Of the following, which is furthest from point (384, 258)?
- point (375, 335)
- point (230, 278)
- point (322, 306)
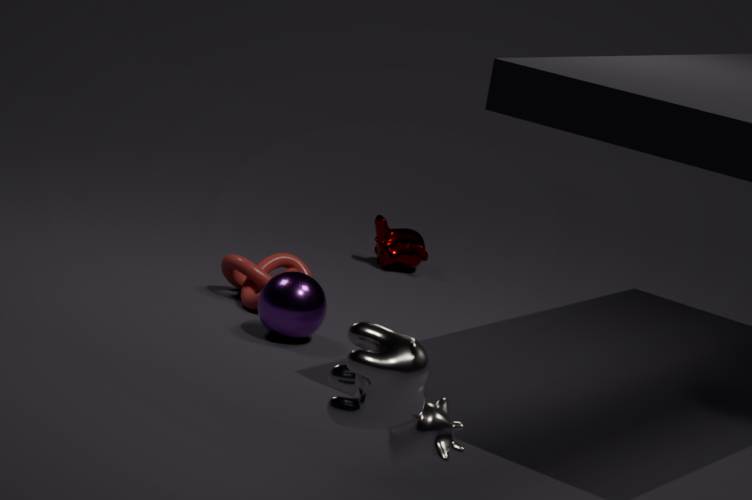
point (375, 335)
